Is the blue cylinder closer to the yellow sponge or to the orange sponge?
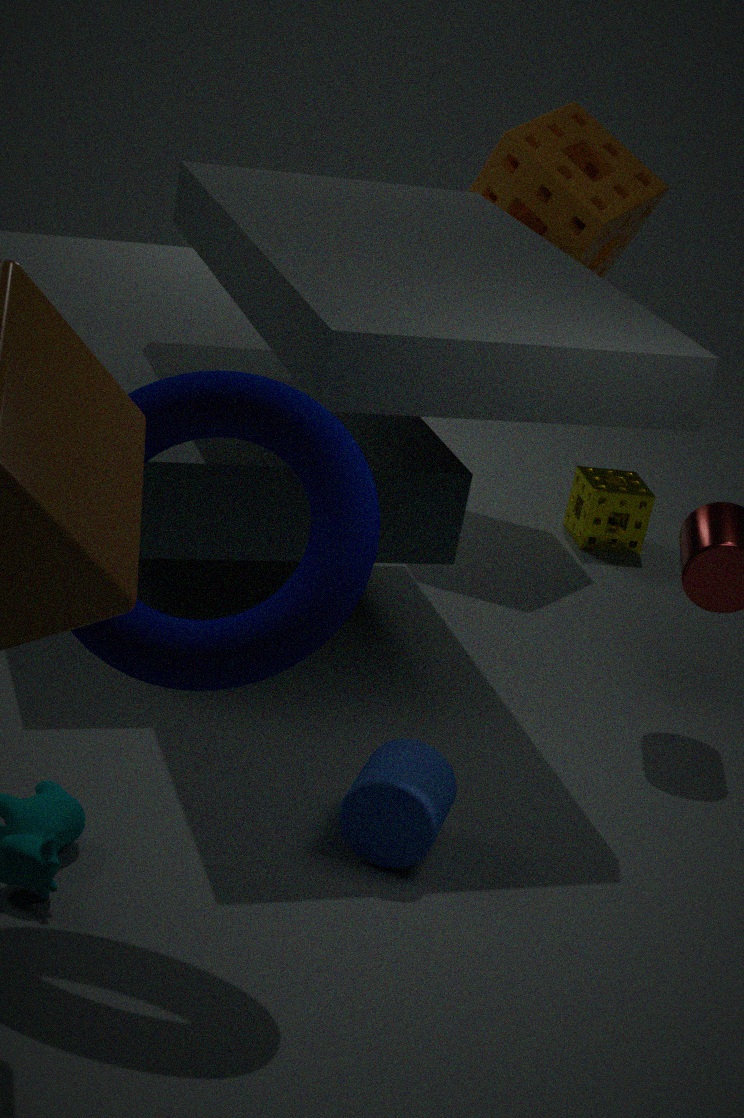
the yellow sponge
